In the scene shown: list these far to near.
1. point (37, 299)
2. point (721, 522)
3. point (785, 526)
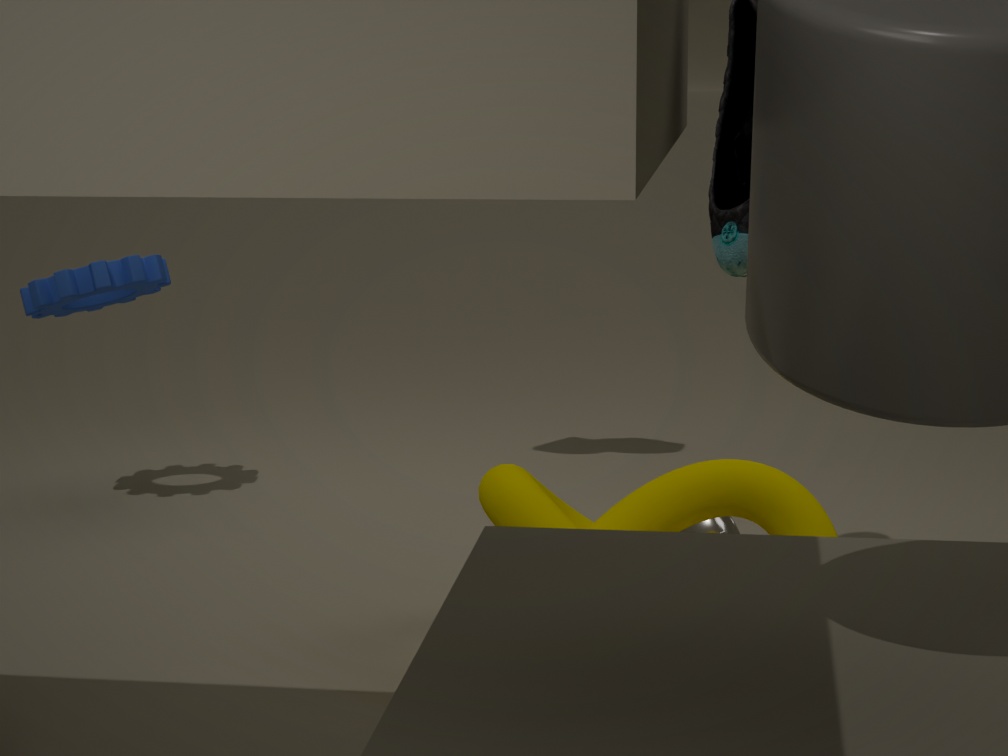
1. point (37, 299)
2. point (721, 522)
3. point (785, 526)
